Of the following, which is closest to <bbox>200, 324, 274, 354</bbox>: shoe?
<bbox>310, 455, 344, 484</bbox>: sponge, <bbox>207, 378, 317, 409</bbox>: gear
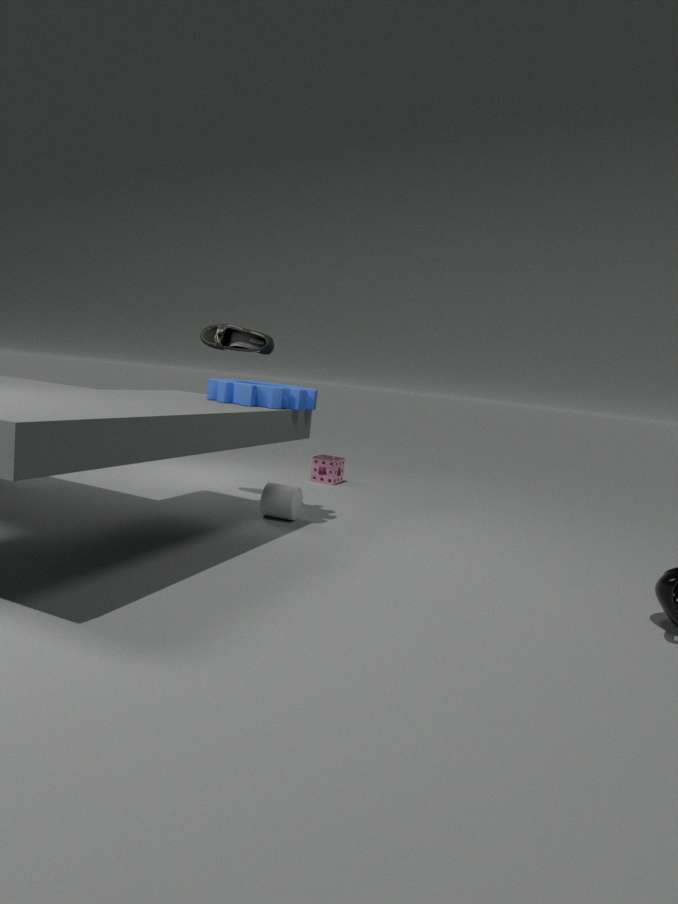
<bbox>207, 378, 317, 409</bbox>: gear
